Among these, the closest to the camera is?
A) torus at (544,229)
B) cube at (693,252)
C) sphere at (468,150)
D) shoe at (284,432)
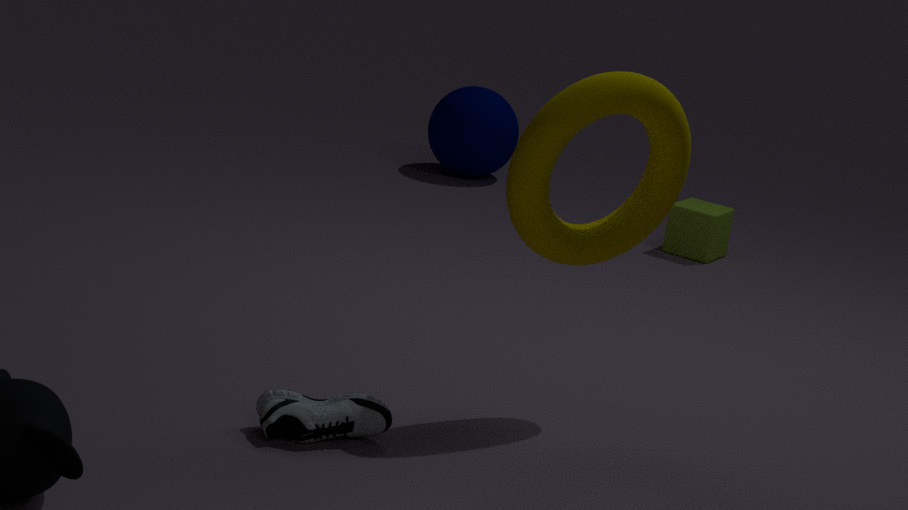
shoe at (284,432)
